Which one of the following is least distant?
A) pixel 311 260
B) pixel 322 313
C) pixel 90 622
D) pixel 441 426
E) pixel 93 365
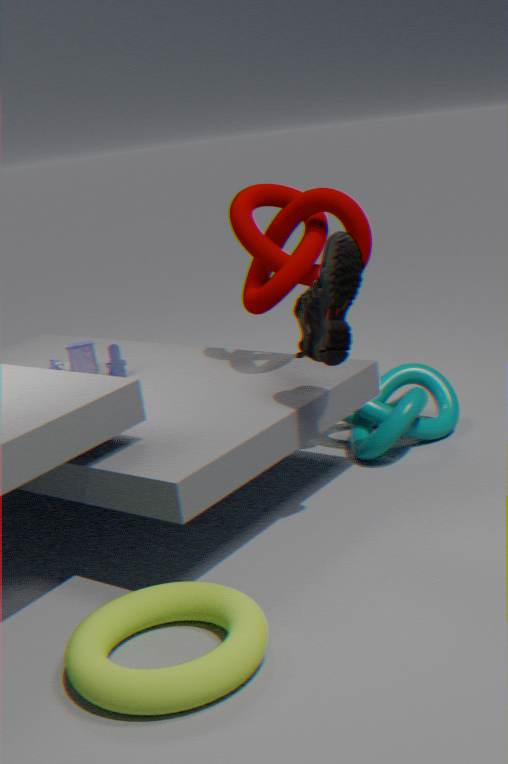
pixel 90 622
